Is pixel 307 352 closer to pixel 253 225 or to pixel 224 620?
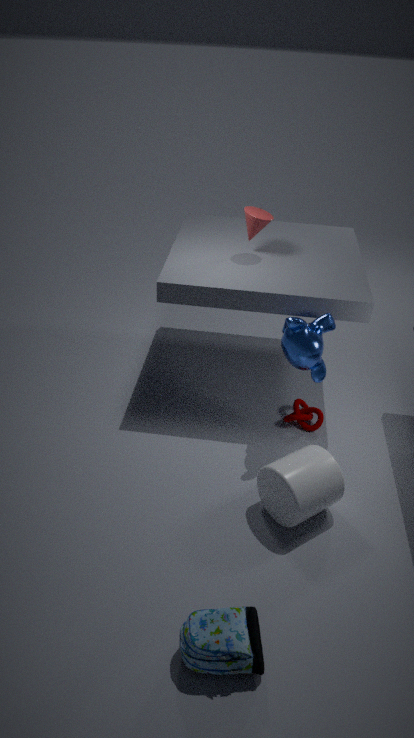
pixel 253 225
